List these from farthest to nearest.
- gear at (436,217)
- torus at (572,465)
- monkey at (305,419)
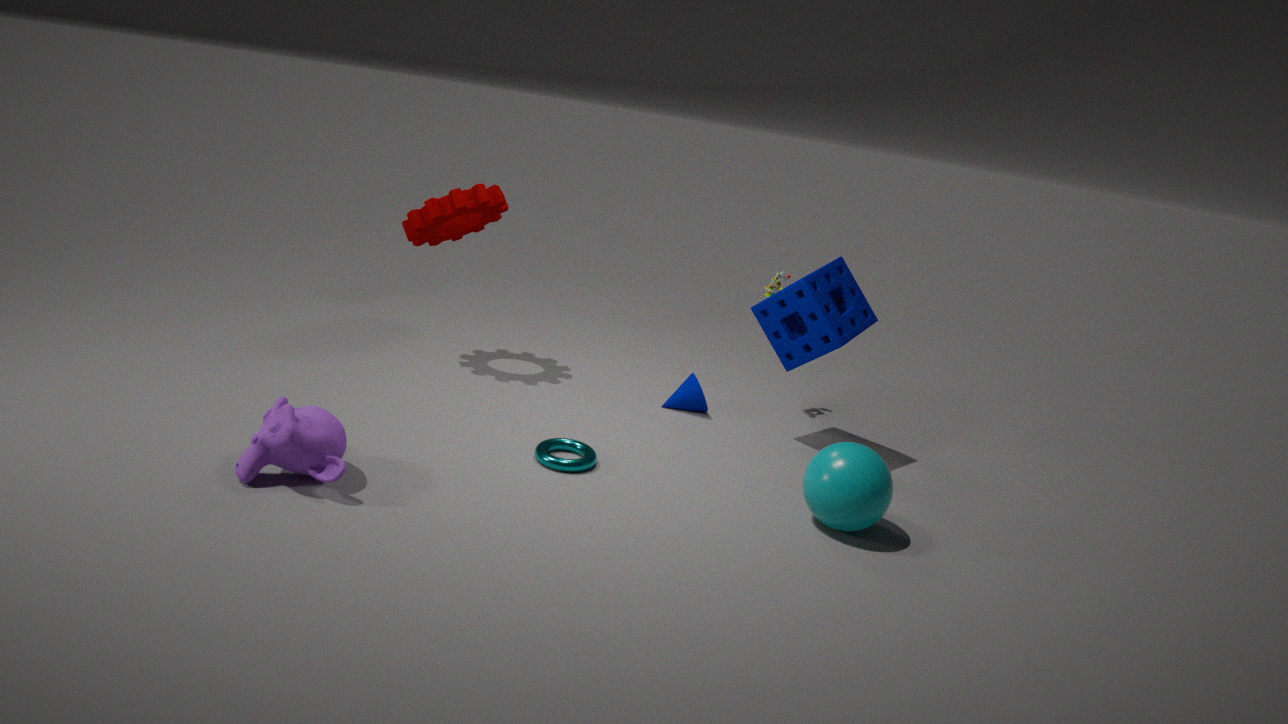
gear at (436,217)
torus at (572,465)
monkey at (305,419)
